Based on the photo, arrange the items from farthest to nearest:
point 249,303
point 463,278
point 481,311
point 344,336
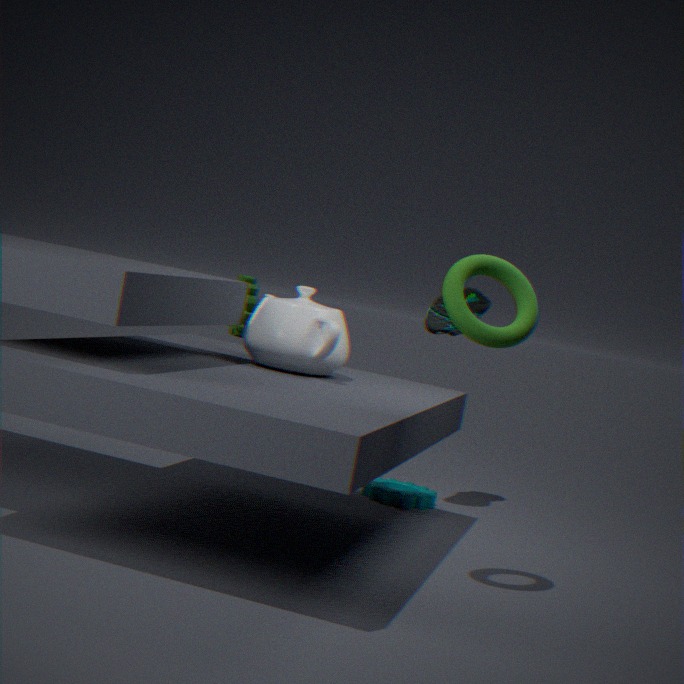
point 249,303
point 481,311
point 344,336
point 463,278
